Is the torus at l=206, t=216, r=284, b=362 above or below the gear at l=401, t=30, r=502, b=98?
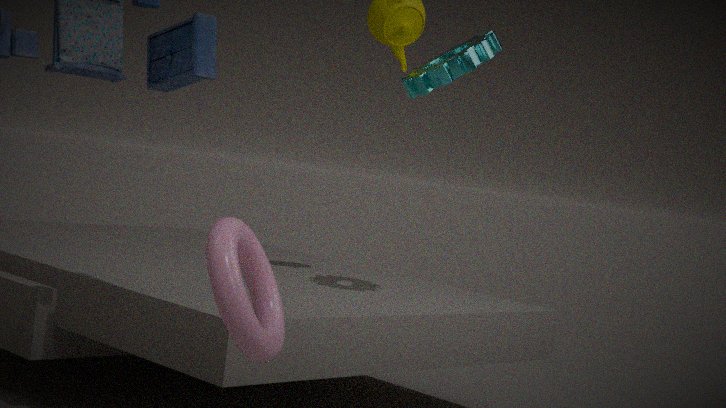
below
